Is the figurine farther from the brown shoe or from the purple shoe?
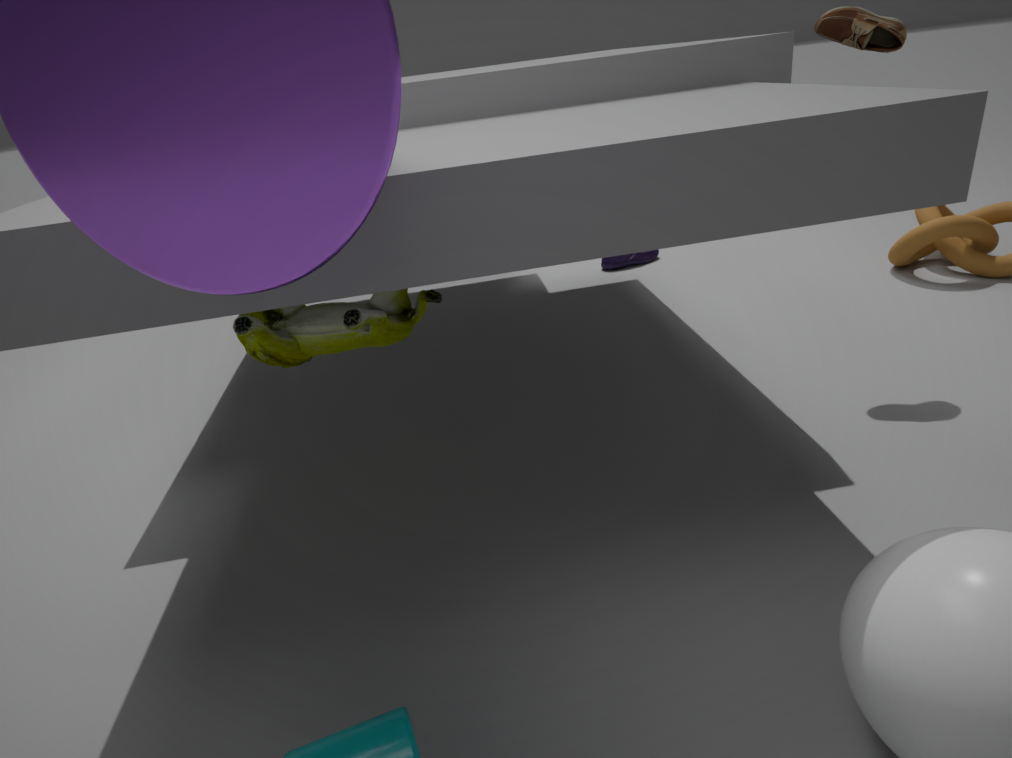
the purple shoe
